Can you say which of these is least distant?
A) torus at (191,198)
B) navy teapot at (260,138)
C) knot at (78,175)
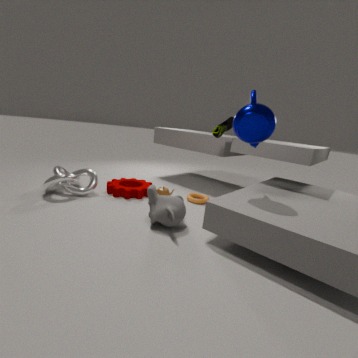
navy teapot at (260,138)
